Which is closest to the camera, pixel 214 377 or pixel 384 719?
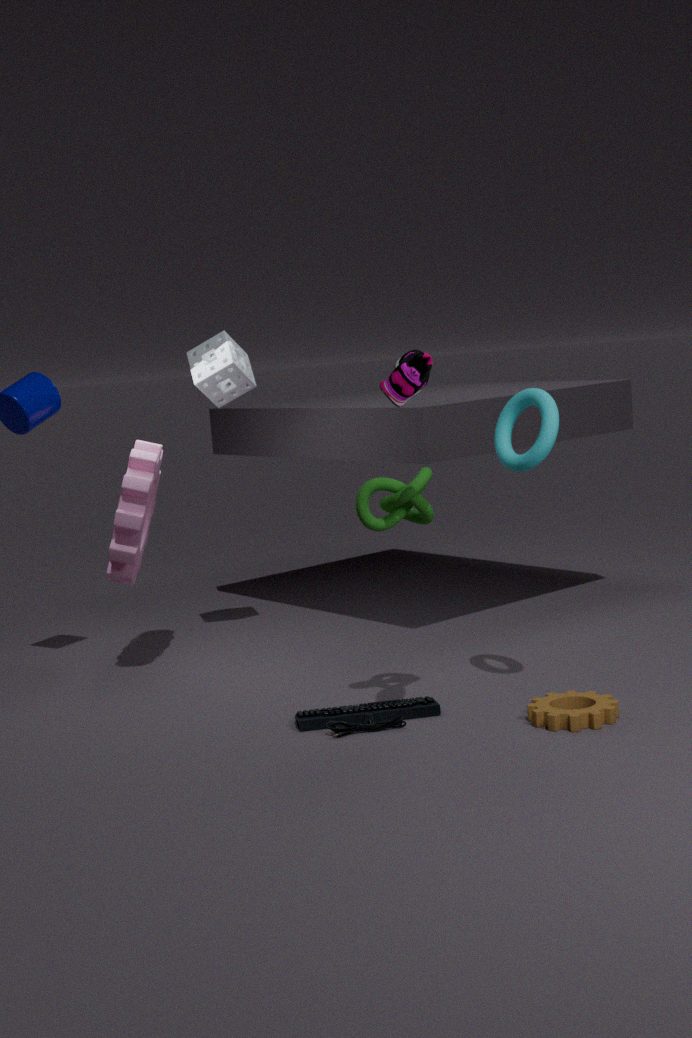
pixel 384 719
